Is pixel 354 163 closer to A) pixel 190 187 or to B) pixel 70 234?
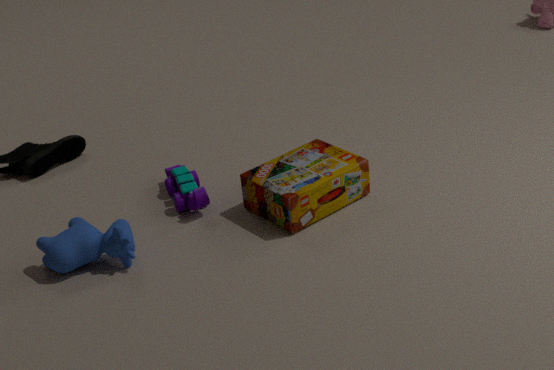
A) pixel 190 187
